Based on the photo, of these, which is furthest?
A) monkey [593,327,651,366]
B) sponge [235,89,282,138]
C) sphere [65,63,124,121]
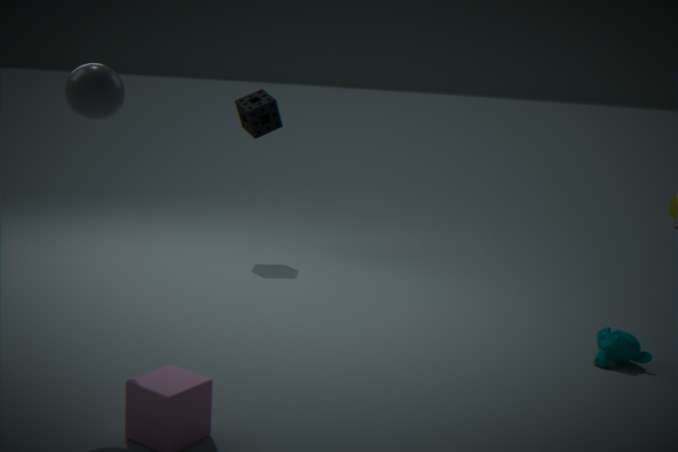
sponge [235,89,282,138]
